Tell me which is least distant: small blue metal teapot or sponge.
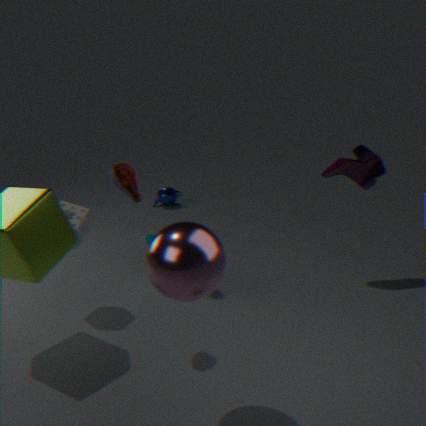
sponge
